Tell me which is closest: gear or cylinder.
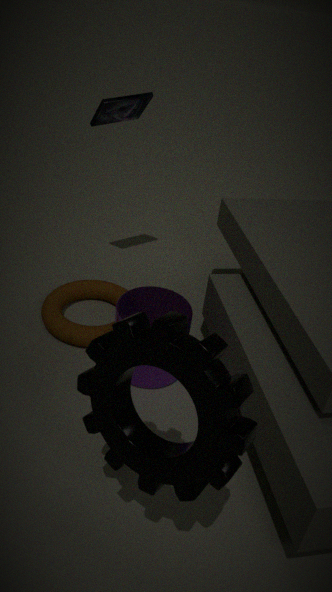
gear
